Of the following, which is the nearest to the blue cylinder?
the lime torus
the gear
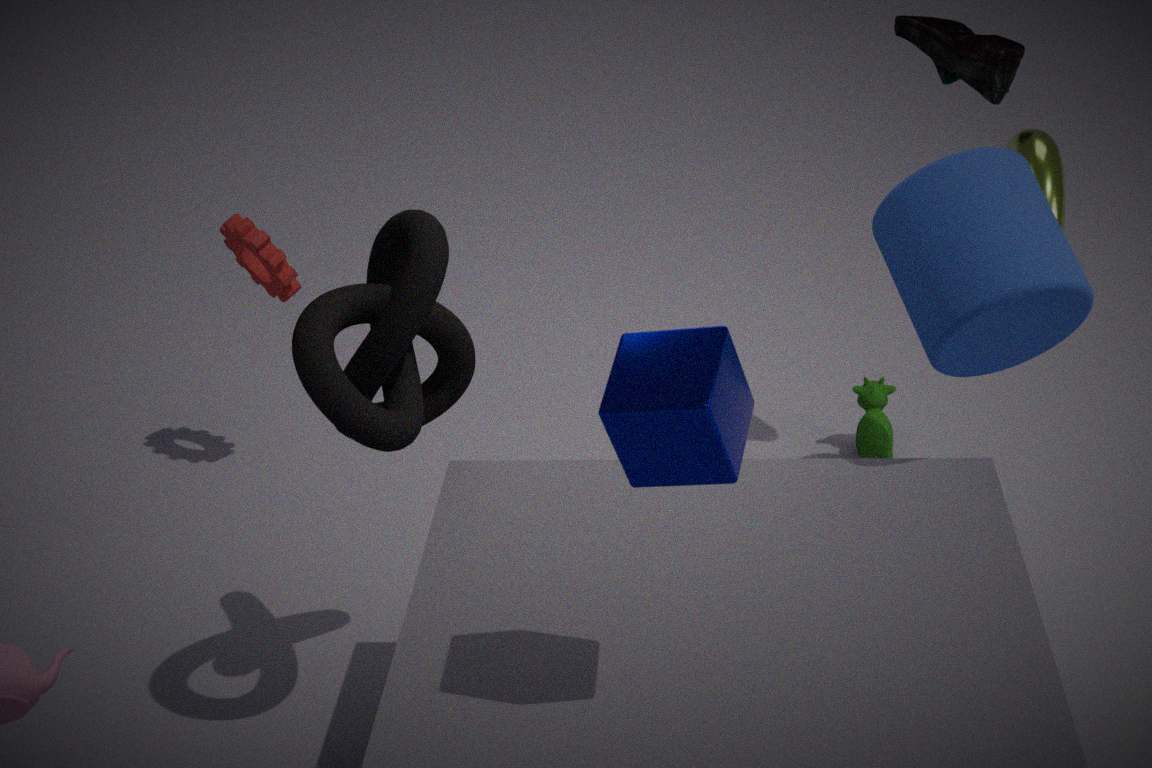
the lime torus
